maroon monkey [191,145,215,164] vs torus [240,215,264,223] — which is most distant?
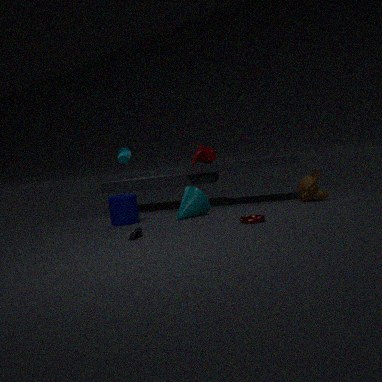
maroon monkey [191,145,215,164]
